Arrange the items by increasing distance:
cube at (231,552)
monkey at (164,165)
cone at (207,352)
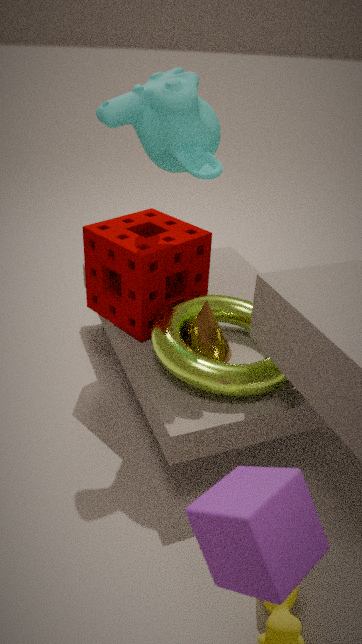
cube at (231,552)
monkey at (164,165)
cone at (207,352)
